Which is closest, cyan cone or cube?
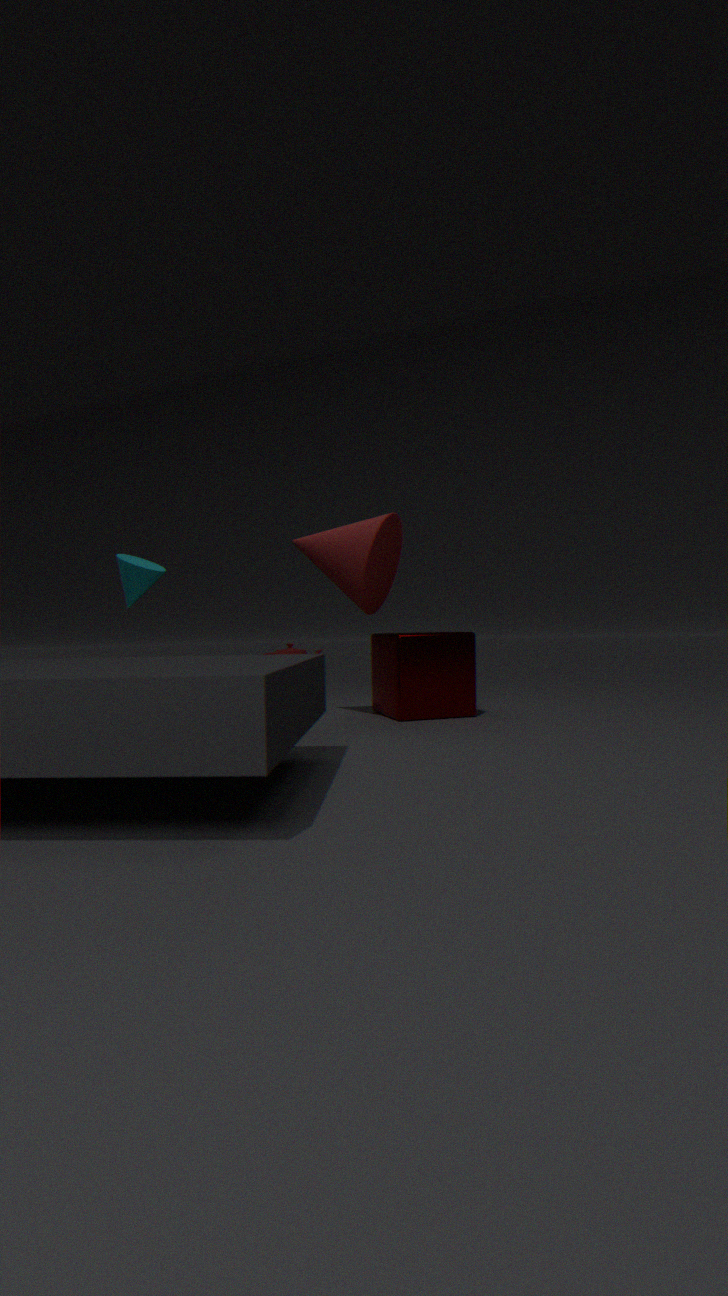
cube
